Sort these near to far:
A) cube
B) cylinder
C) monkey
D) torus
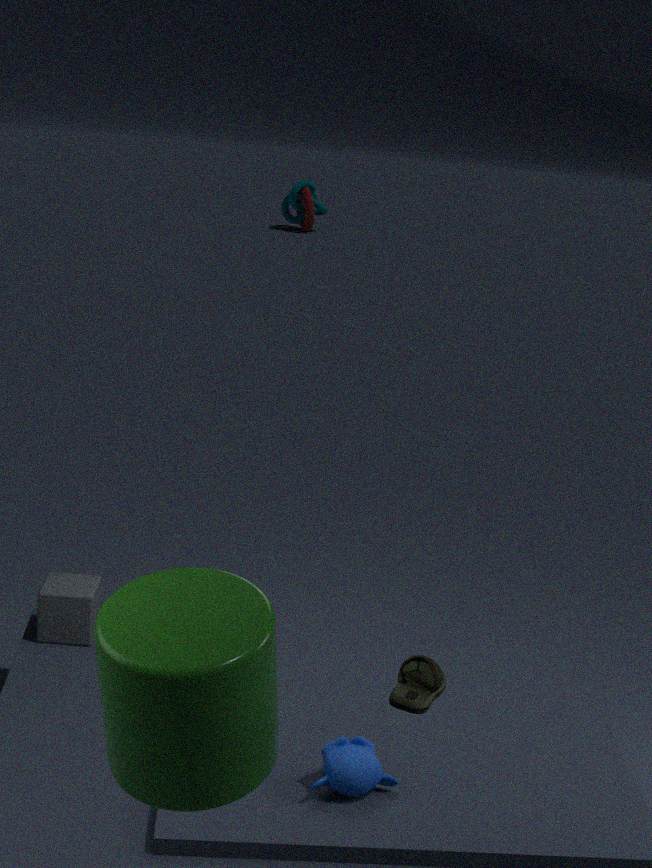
cylinder, monkey, cube, torus
